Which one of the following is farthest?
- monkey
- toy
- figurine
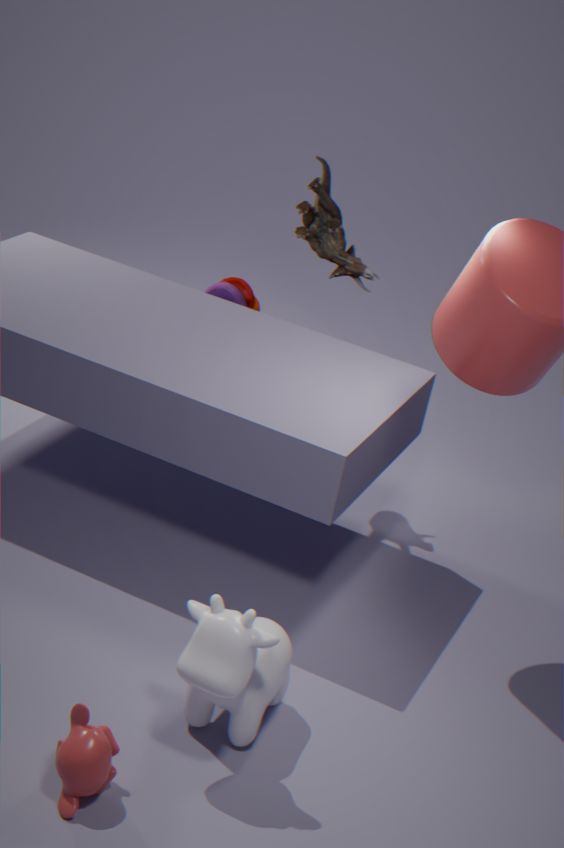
toy
